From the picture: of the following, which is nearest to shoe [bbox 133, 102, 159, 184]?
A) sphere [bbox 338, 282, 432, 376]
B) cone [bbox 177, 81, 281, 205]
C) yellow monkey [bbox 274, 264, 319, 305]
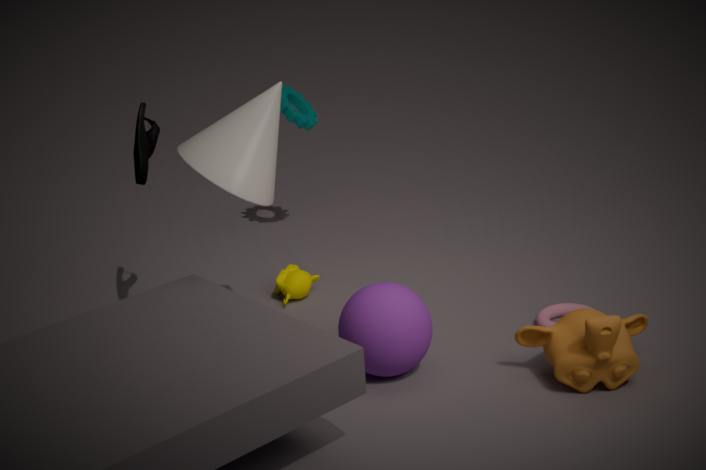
cone [bbox 177, 81, 281, 205]
